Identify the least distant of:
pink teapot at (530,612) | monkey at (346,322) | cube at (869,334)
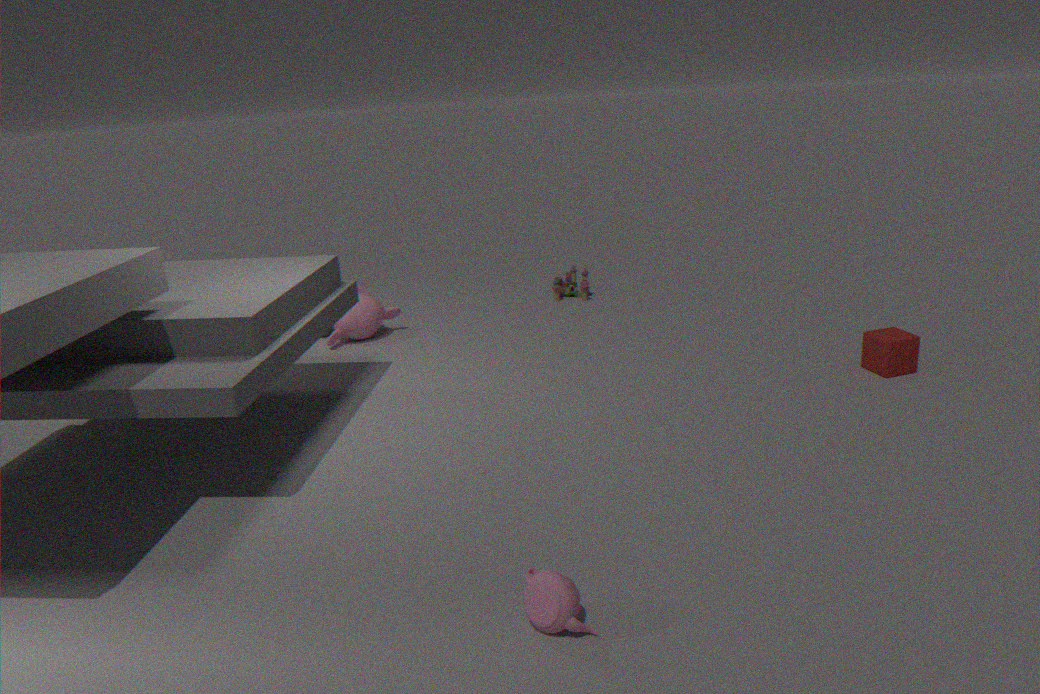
pink teapot at (530,612)
